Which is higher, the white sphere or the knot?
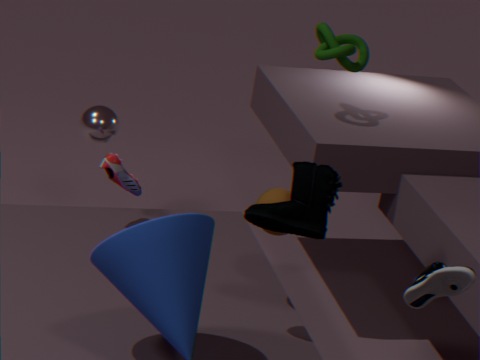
the knot
